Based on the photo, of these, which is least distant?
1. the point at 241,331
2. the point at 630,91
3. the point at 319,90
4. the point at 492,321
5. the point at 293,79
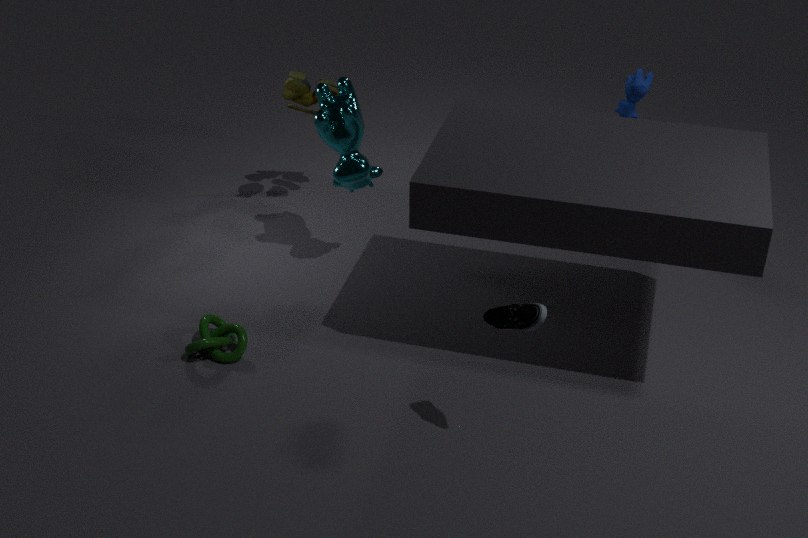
the point at 492,321
